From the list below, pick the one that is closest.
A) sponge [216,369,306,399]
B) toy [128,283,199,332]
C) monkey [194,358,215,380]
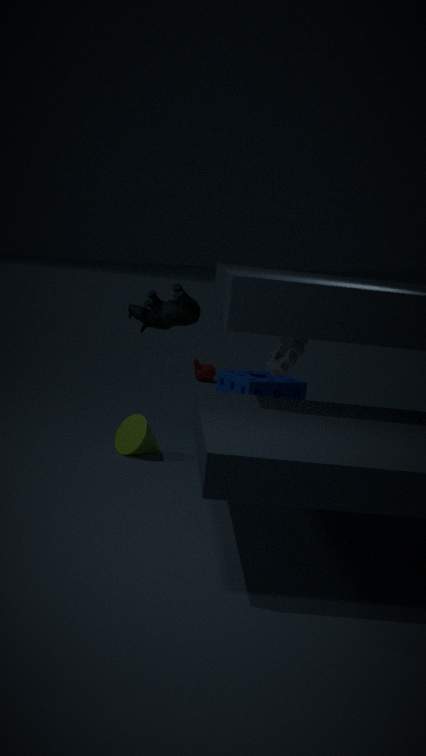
toy [128,283,199,332]
